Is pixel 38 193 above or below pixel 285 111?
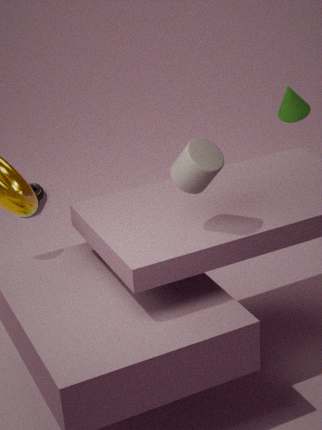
below
